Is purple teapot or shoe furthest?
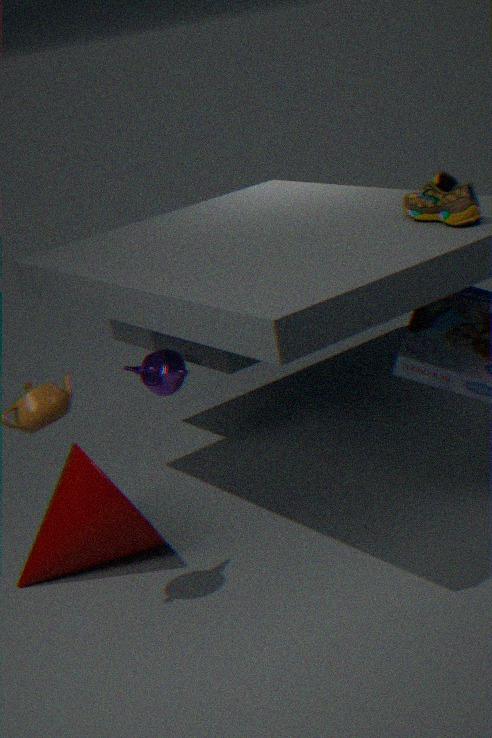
purple teapot
